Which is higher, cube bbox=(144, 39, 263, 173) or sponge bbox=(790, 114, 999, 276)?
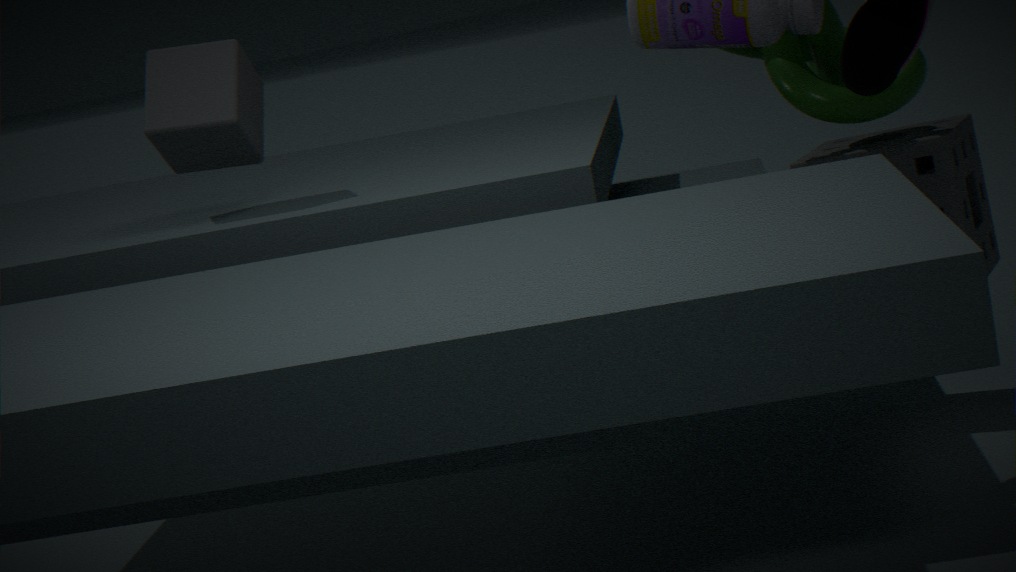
cube bbox=(144, 39, 263, 173)
